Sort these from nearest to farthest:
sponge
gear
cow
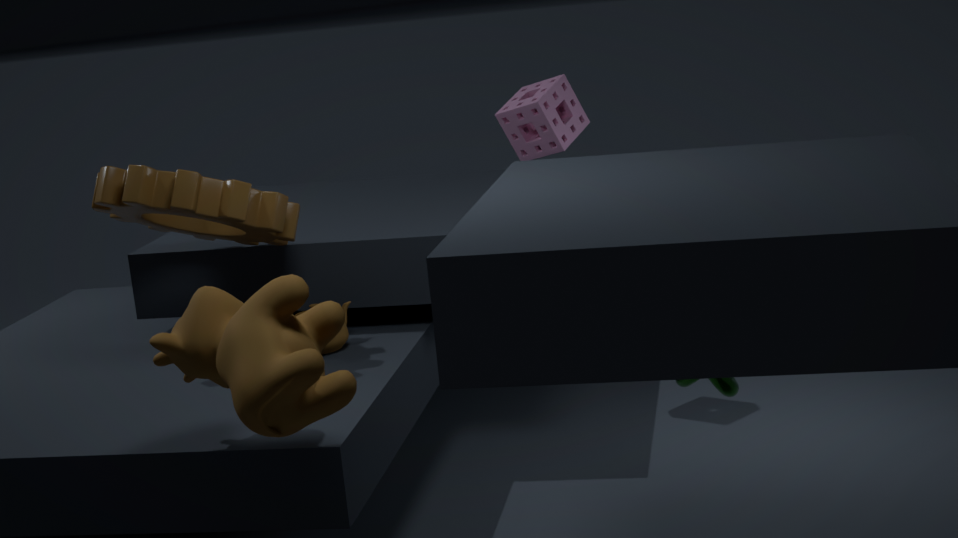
cow → gear → sponge
